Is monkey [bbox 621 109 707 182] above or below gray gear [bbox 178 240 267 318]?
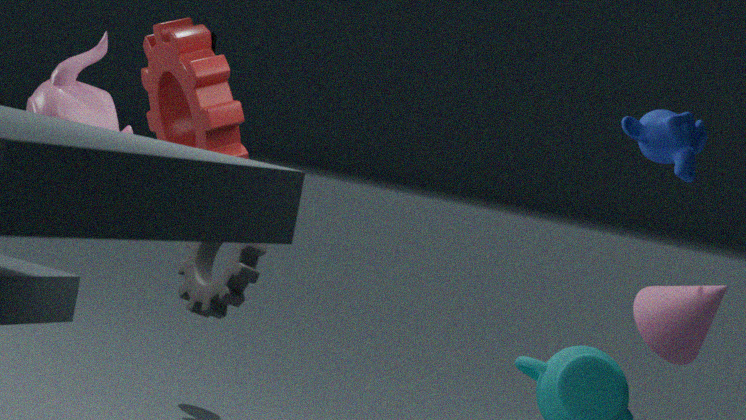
above
